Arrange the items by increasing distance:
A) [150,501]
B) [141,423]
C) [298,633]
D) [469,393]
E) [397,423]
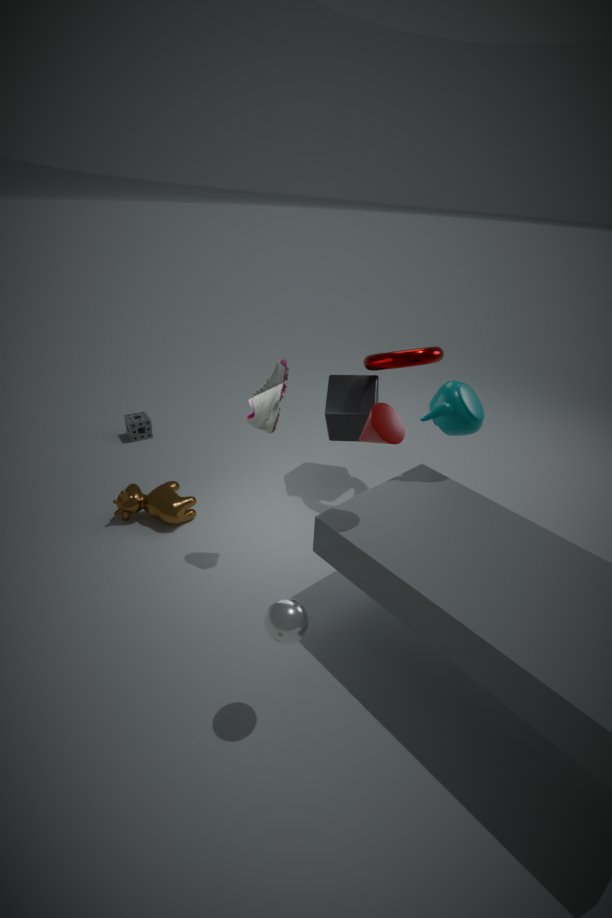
[298,633] < [397,423] < [469,393] < [150,501] < [141,423]
